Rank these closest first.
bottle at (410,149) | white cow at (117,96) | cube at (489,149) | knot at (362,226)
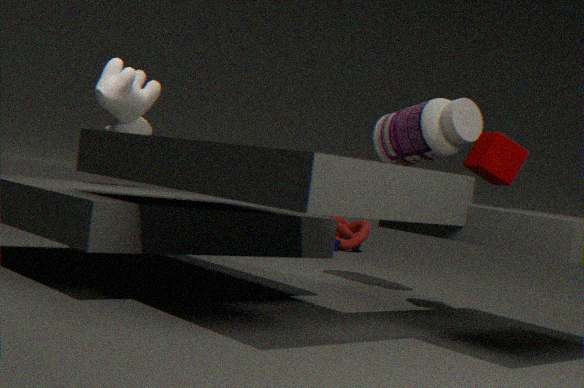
cube at (489,149), white cow at (117,96), bottle at (410,149), knot at (362,226)
